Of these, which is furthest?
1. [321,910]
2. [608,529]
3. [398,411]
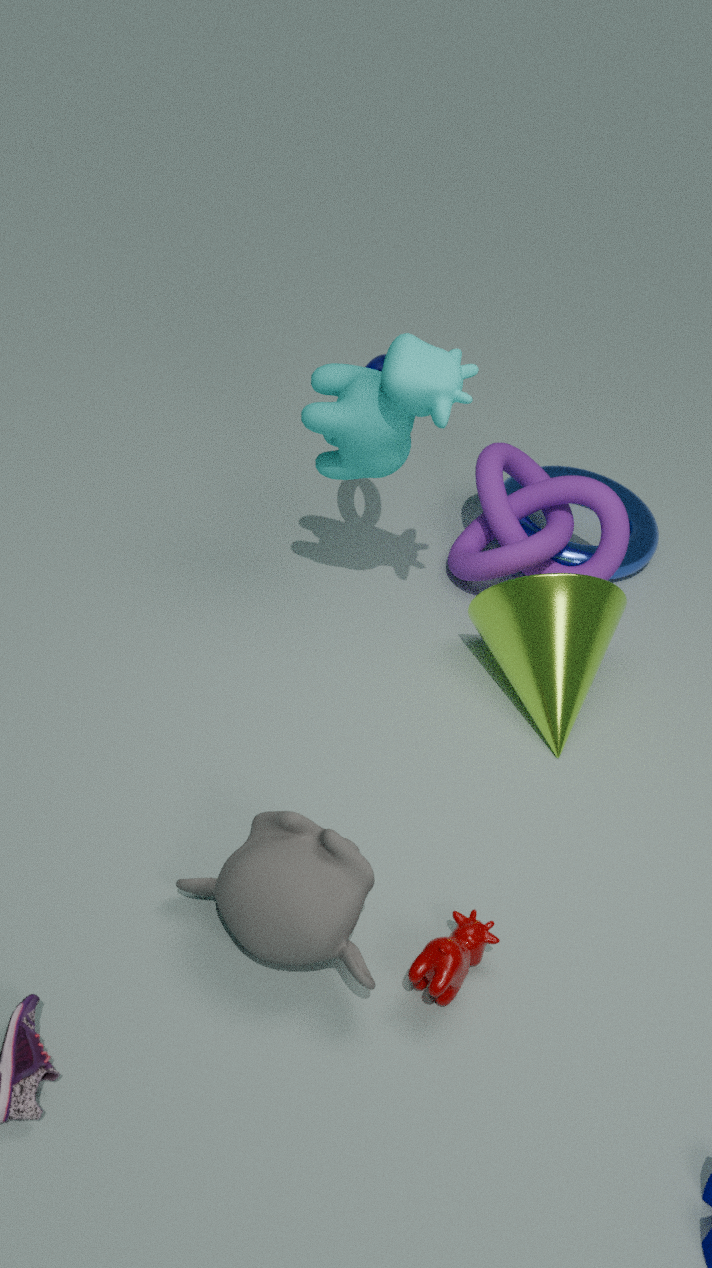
[608,529]
